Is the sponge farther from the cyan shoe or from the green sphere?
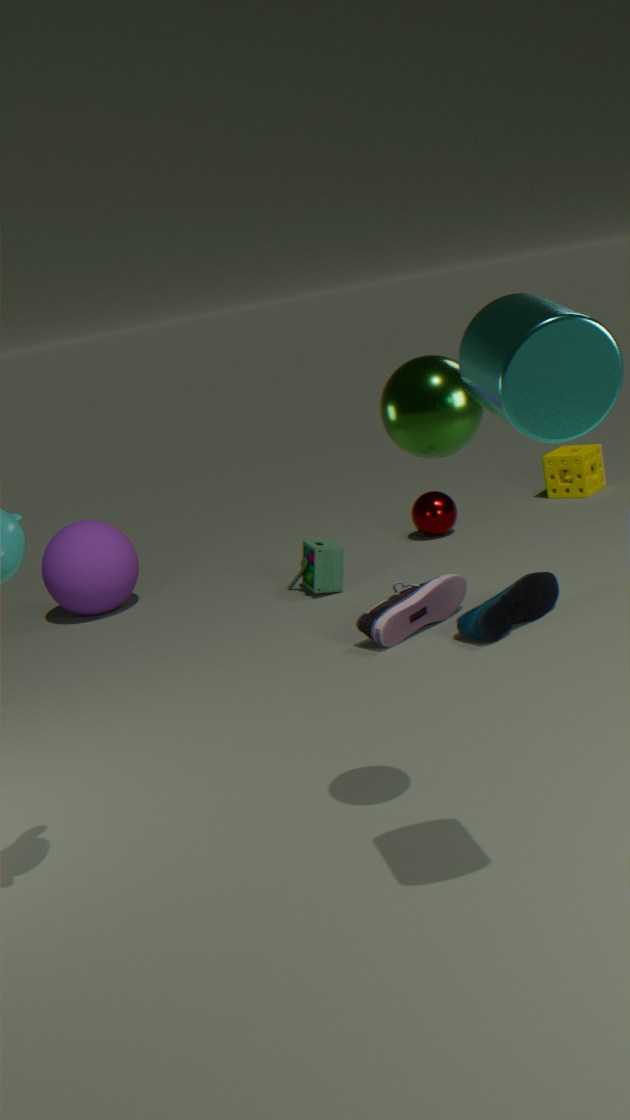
the green sphere
